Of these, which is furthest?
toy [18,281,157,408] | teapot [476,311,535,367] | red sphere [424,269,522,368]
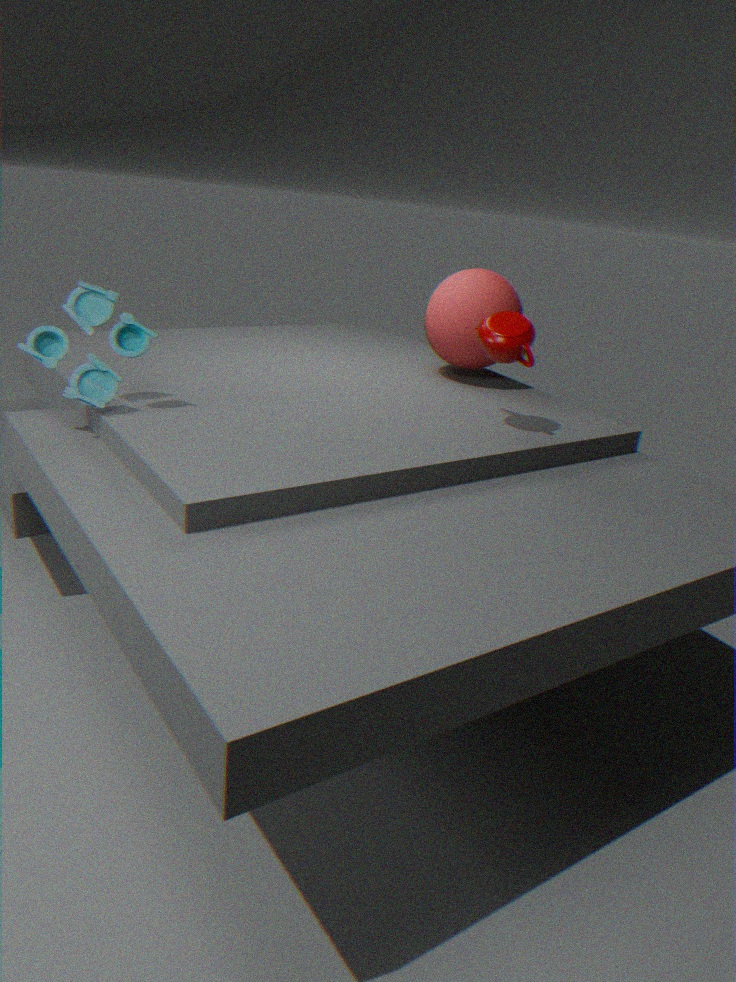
red sphere [424,269,522,368]
